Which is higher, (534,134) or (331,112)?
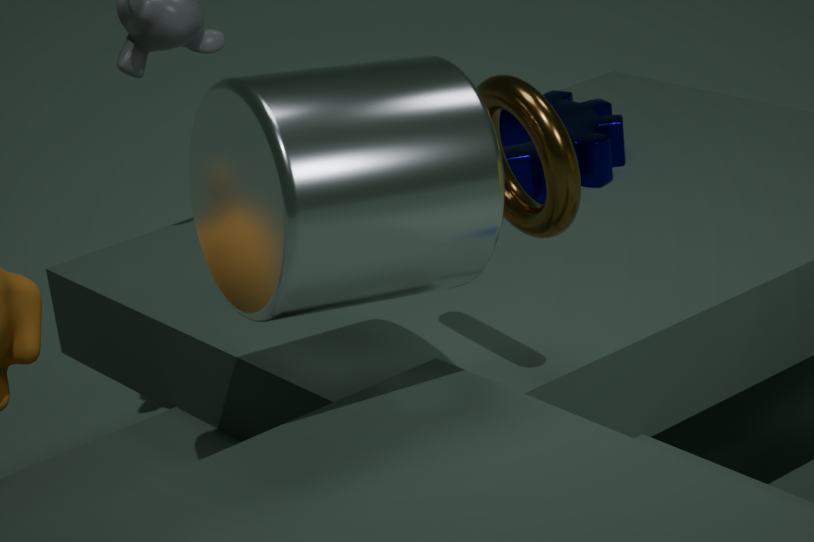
(331,112)
